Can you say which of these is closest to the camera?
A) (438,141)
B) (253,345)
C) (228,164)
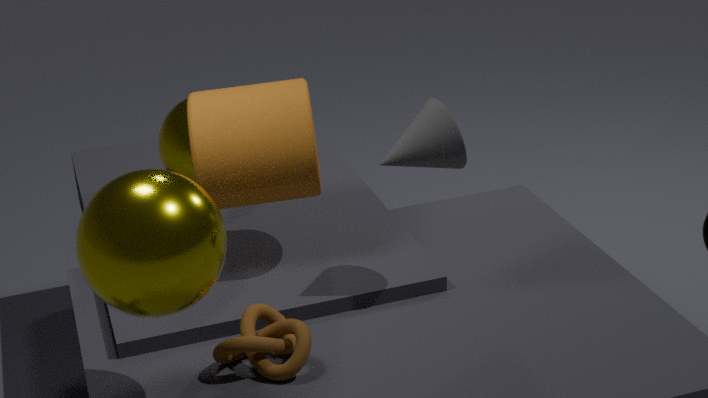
(253,345)
